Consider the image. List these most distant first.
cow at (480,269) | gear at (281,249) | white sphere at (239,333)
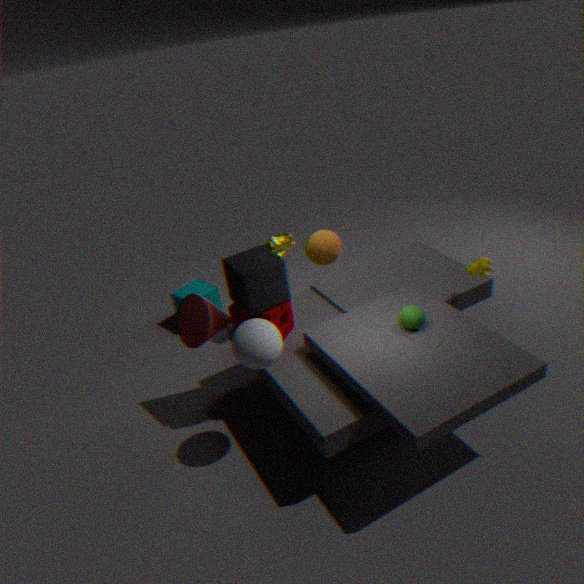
gear at (281,249)
cow at (480,269)
white sphere at (239,333)
